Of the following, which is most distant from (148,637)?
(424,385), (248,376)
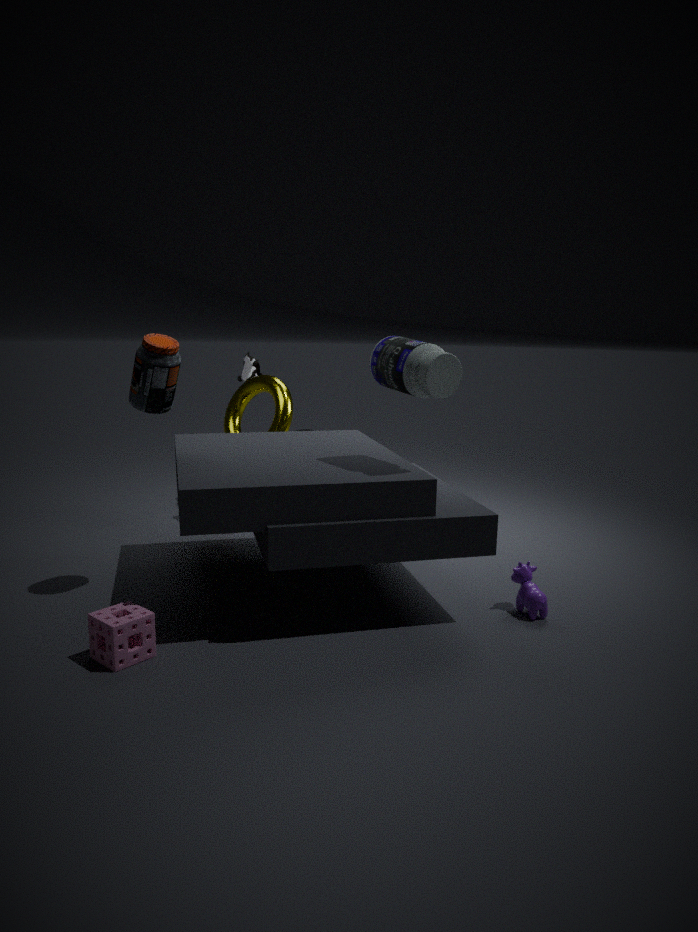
(248,376)
